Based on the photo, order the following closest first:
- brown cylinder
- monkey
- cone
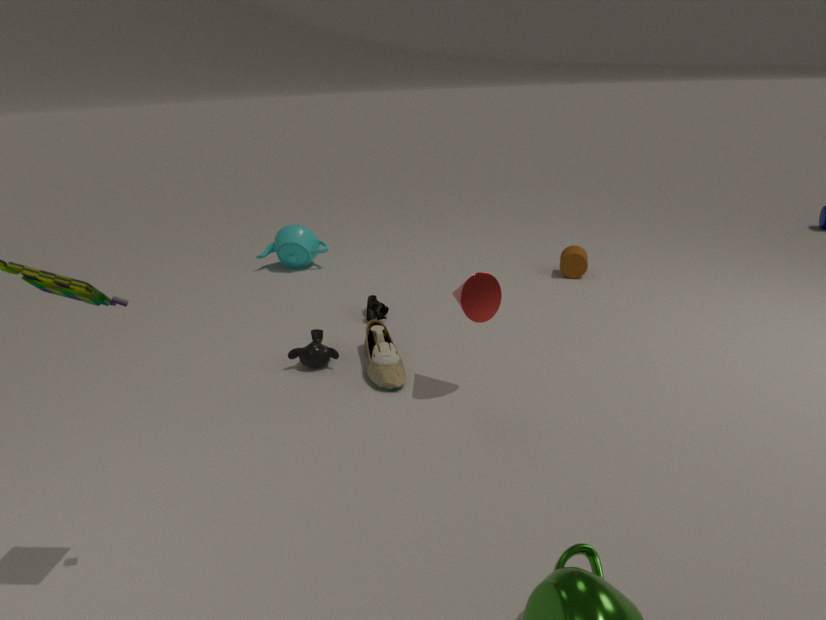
1. cone
2. monkey
3. brown cylinder
